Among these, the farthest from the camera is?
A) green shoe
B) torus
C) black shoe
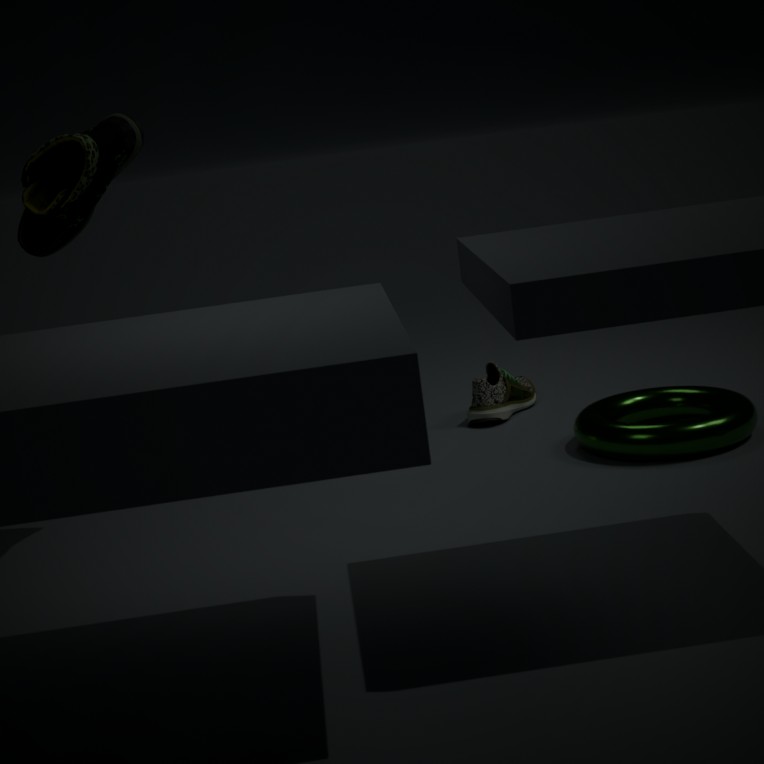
green shoe
